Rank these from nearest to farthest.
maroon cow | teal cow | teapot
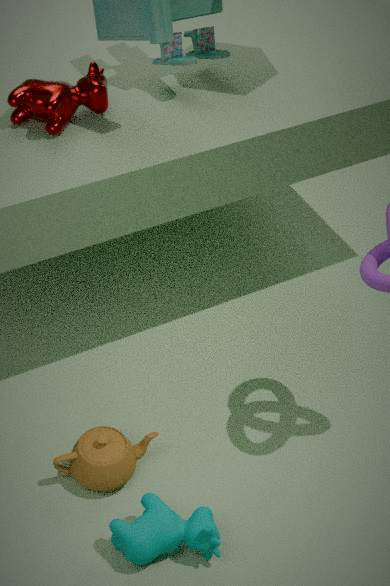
teal cow, maroon cow, teapot
